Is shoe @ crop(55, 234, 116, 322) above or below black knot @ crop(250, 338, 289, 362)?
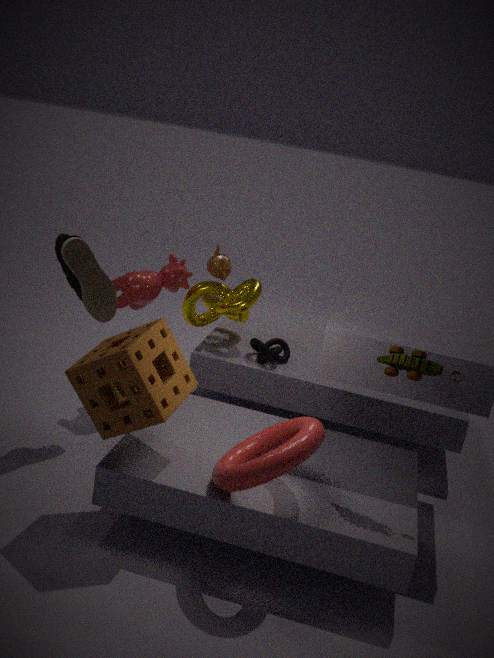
above
